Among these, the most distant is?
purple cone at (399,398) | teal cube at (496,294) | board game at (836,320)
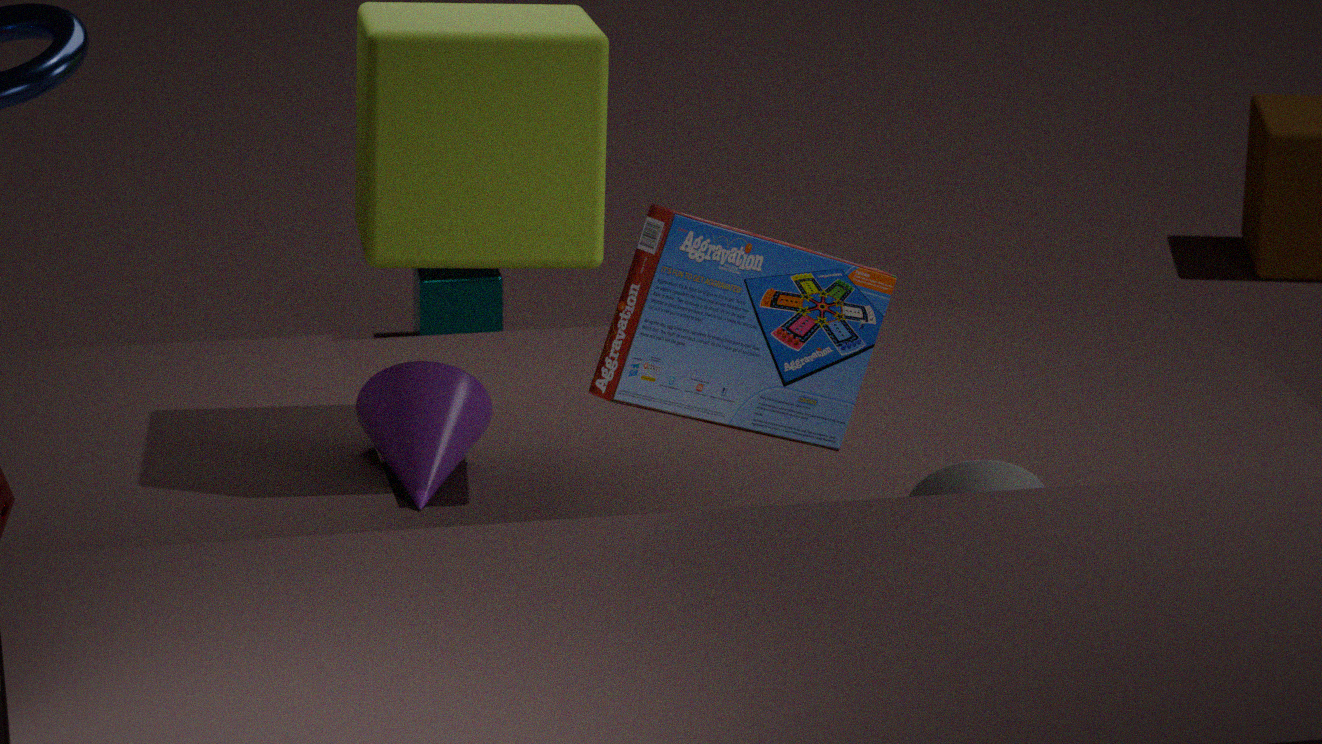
teal cube at (496,294)
